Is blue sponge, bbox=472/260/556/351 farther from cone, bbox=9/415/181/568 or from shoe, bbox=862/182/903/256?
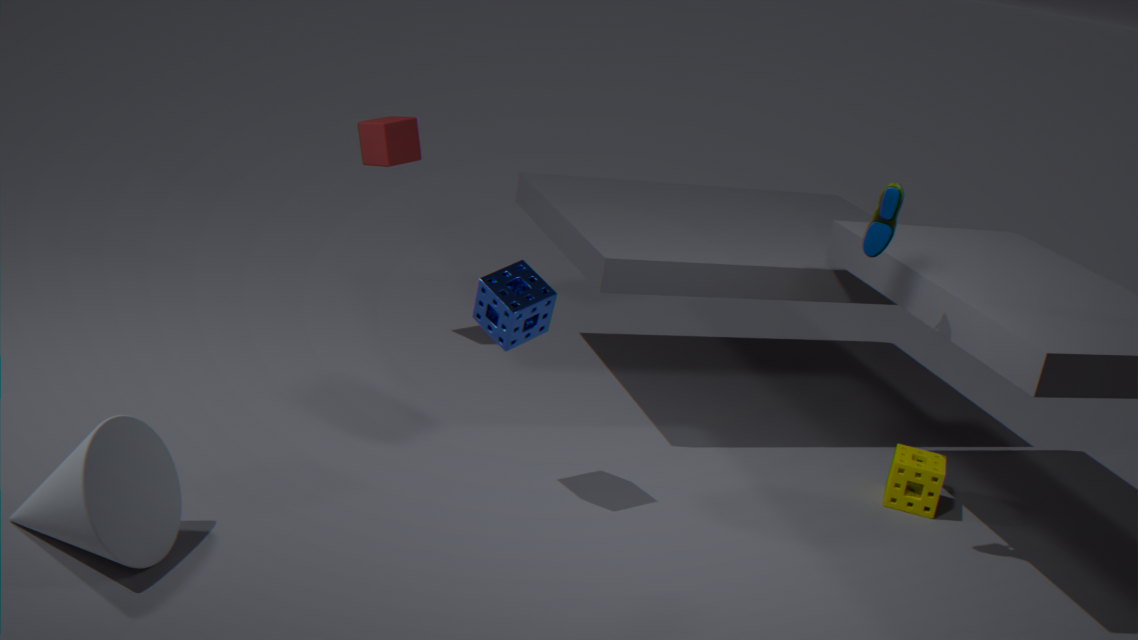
cone, bbox=9/415/181/568
